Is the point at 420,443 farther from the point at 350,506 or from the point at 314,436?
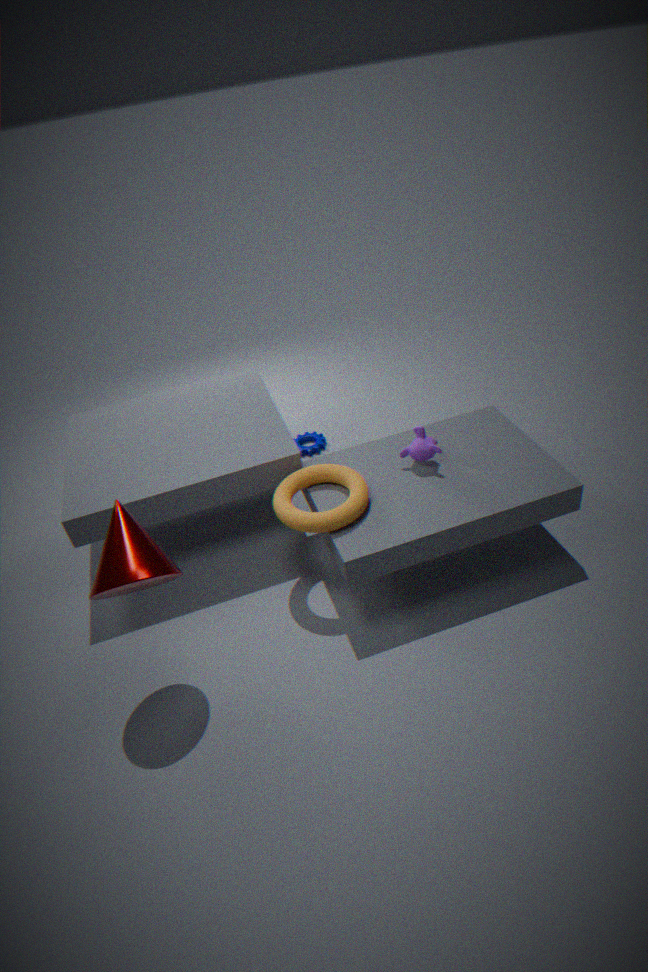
the point at 314,436
